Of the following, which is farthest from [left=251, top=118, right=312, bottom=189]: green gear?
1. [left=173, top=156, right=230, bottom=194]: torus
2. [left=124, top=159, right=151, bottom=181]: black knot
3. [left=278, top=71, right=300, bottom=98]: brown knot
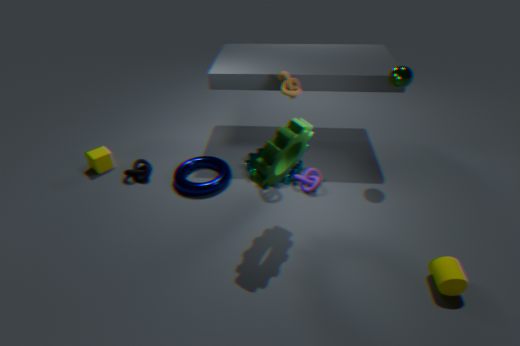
[left=124, top=159, right=151, bottom=181]: black knot
